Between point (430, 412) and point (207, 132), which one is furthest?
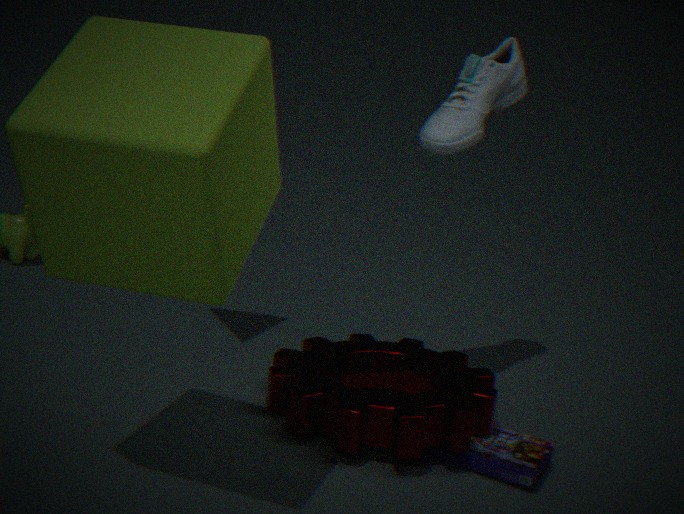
point (430, 412)
